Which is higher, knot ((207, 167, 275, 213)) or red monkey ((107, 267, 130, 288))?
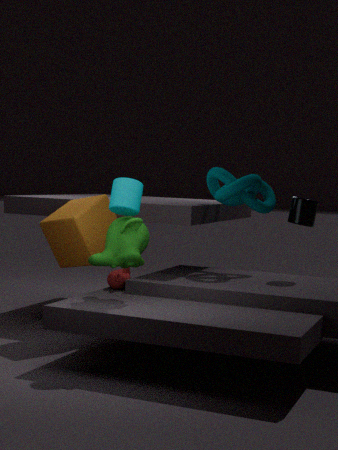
knot ((207, 167, 275, 213))
